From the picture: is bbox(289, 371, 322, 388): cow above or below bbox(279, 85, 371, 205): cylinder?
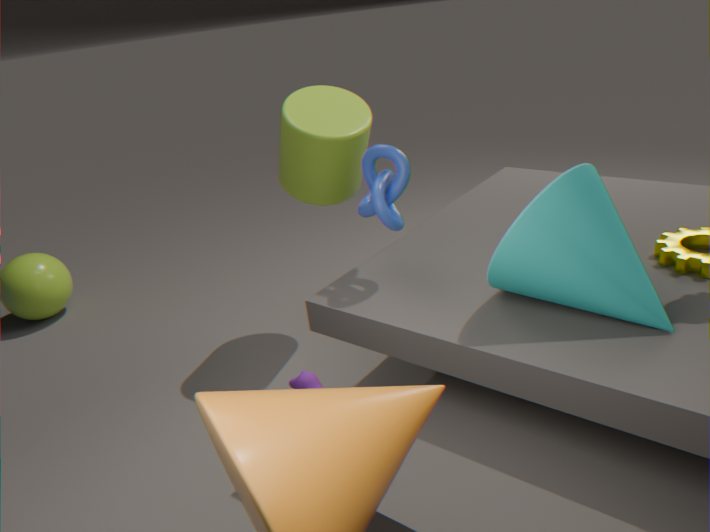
below
